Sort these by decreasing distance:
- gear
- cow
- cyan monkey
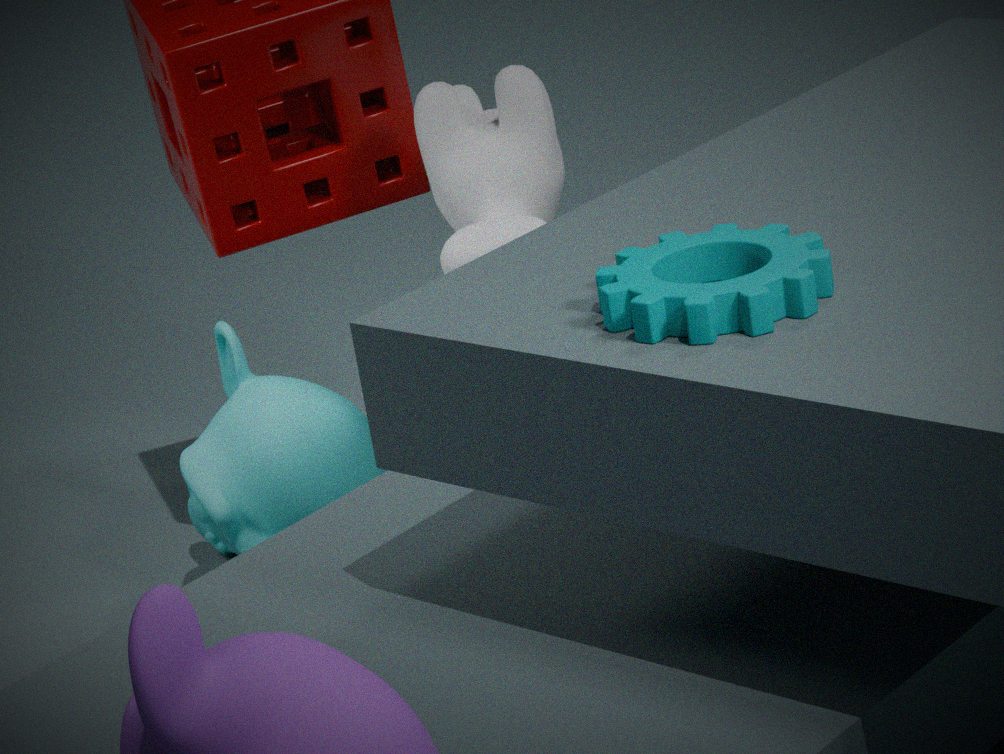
cyan monkey < cow < gear
